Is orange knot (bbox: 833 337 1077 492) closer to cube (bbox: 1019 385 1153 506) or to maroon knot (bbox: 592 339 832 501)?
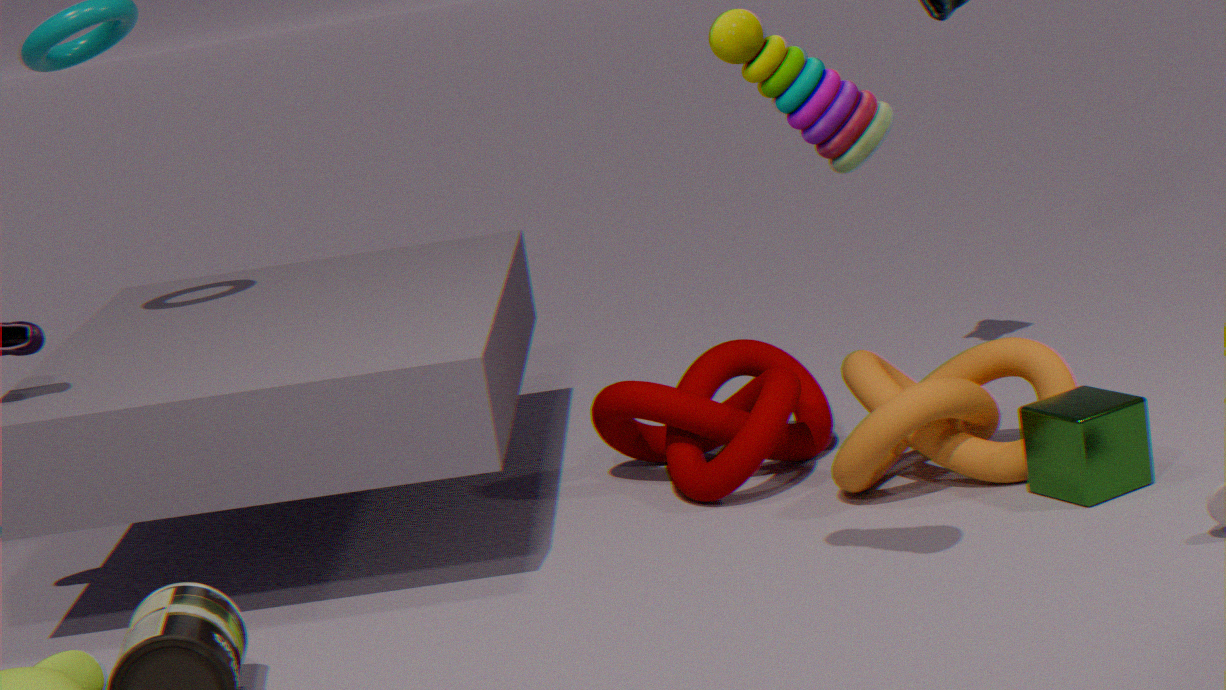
cube (bbox: 1019 385 1153 506)
